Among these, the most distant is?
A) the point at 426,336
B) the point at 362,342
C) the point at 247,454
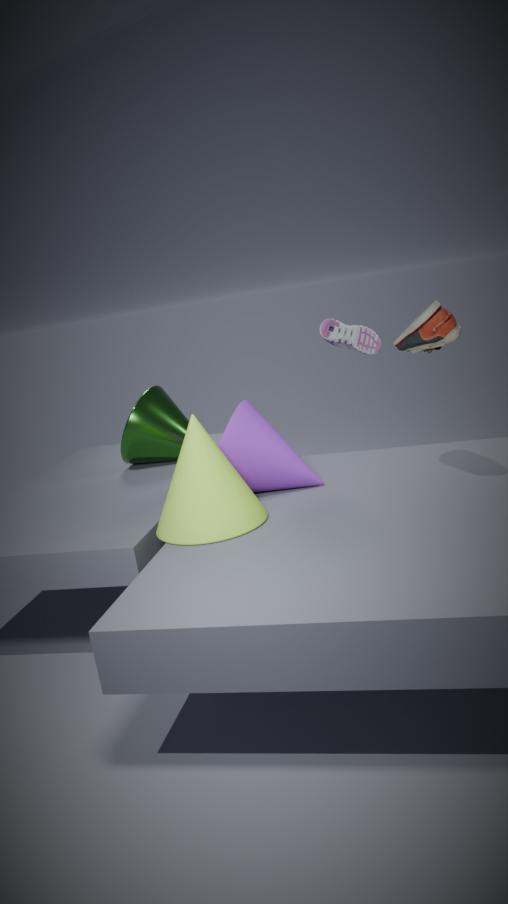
the point at 362,342
